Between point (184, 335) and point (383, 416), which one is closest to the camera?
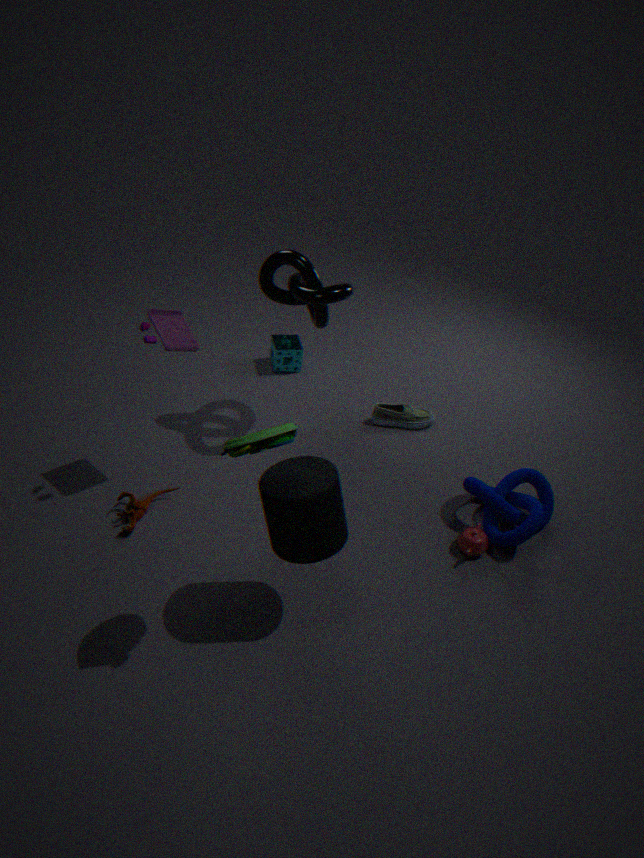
point (184, 335)
